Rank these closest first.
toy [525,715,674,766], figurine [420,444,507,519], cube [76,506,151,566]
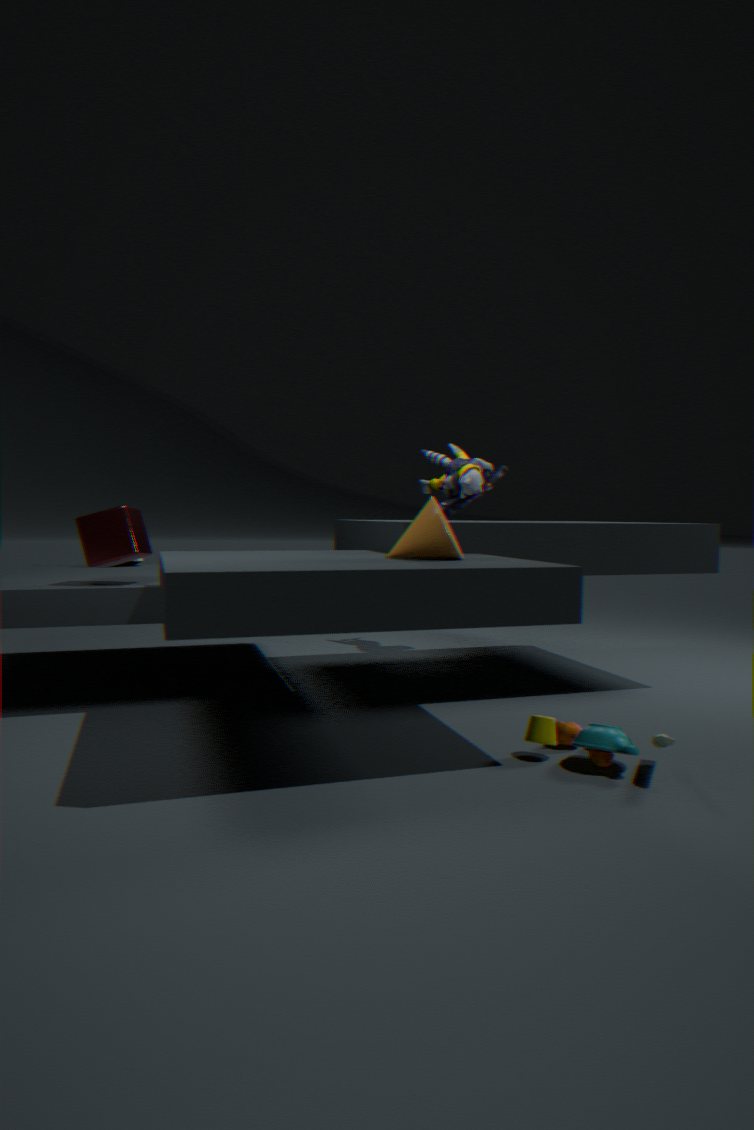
1. toy [525,715,674,766]
2. cube [76,506,151,566]
3. figurine [420,444,507,519]
